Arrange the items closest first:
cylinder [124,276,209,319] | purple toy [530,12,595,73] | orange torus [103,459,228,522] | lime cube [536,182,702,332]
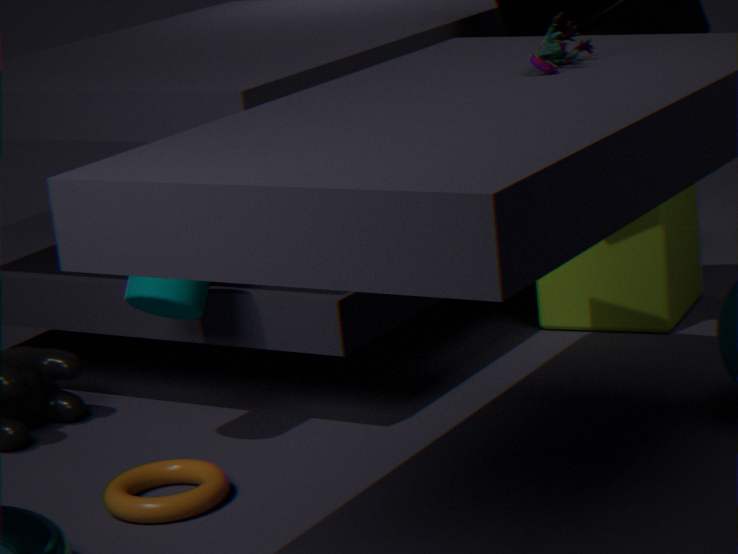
purple toy [530,12,595,73] → orange torus [103,459,228,522] → cylinder [124,276,209,319] → lime cube [536,182,702,332]
